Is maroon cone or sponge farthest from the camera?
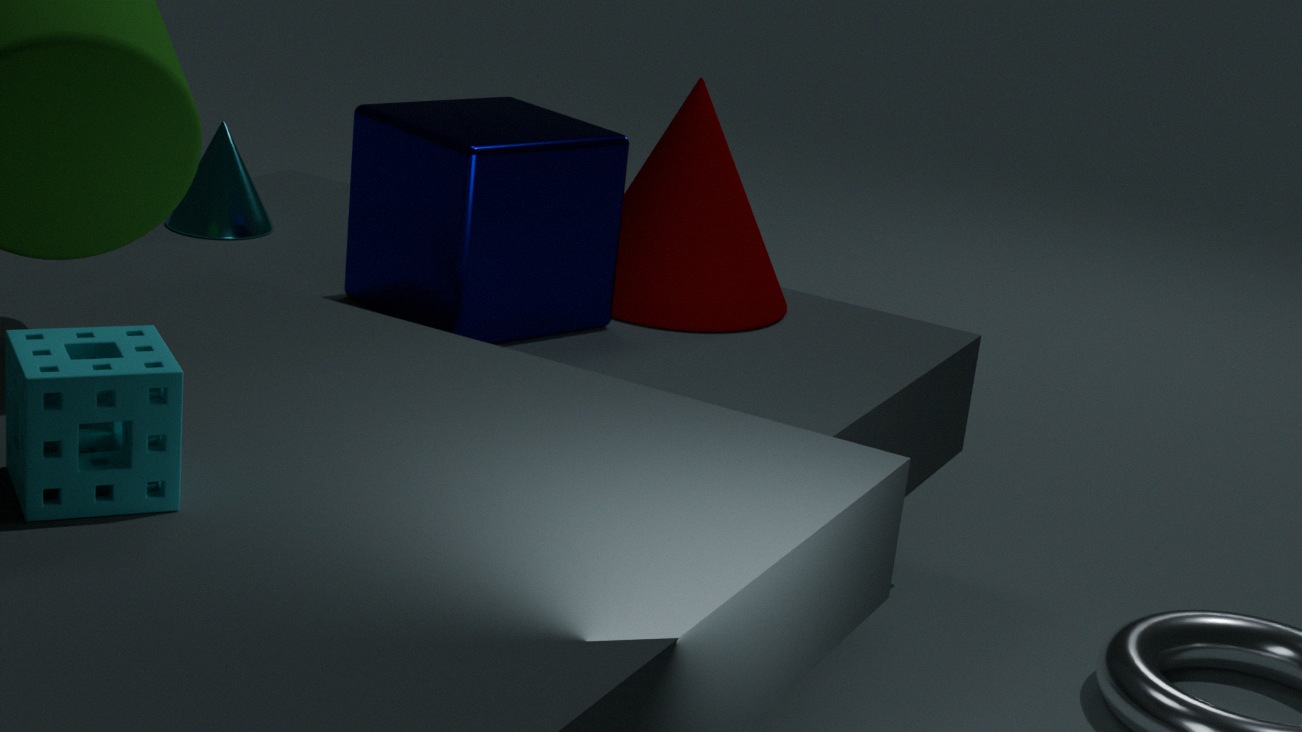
maroon cone
